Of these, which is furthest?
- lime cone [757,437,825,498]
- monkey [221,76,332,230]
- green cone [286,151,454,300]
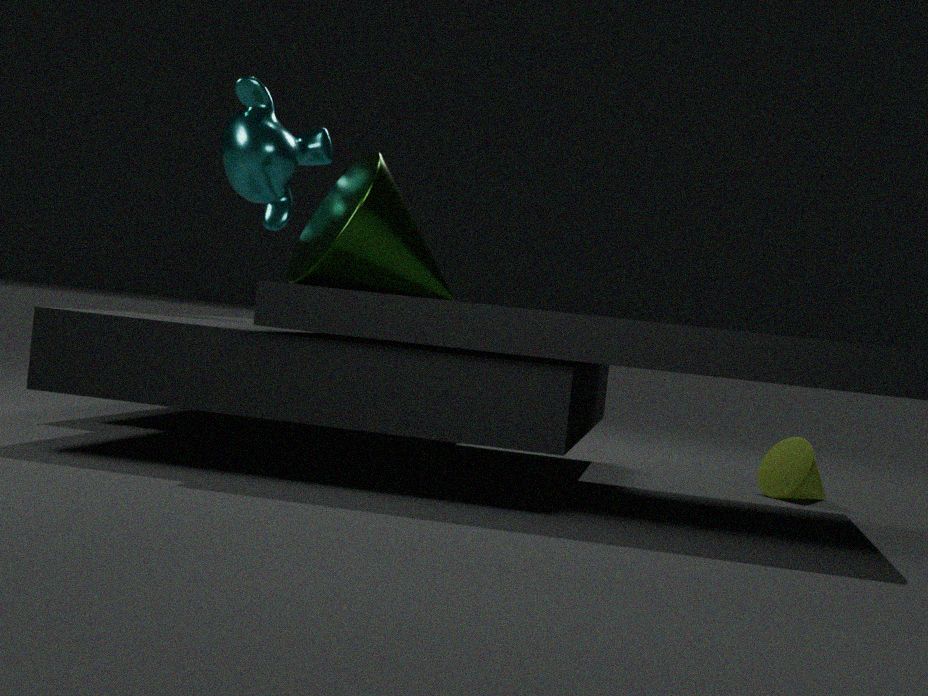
monkey [221,76,332,230]
